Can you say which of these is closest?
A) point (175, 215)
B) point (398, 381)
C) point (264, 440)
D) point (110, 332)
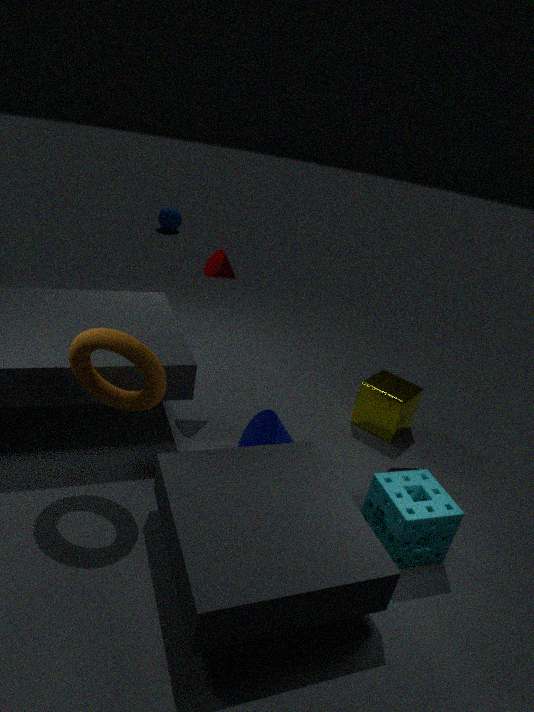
point (110, 332)
